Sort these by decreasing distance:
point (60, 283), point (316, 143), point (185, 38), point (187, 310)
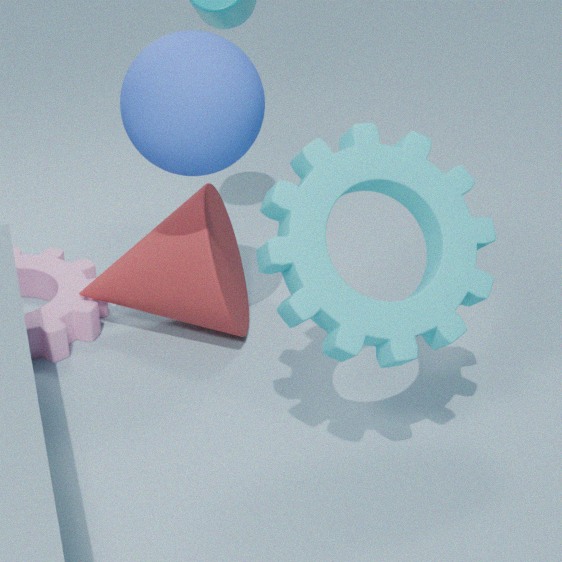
point (60, 283) < point (187, 310) < point (185, 38) < point (316, 143)
